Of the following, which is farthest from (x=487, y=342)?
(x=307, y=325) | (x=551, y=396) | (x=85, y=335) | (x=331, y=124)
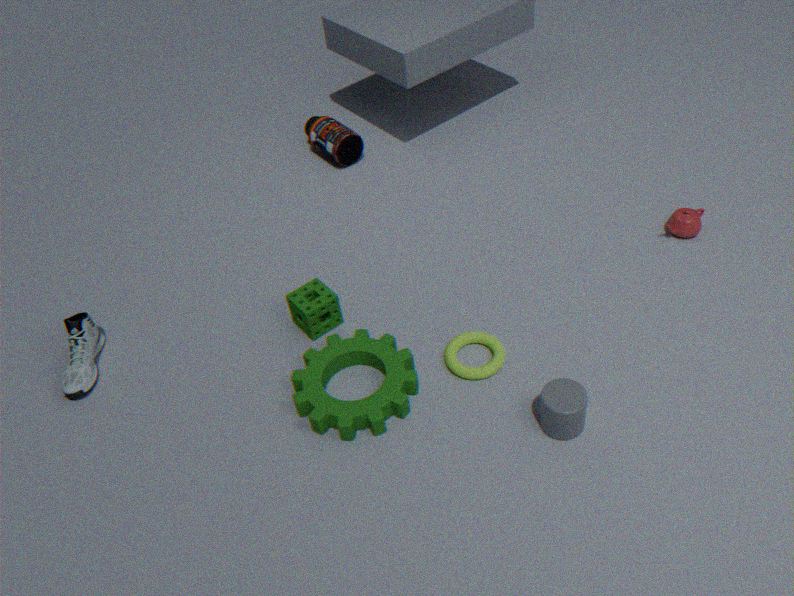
(x=331, y=124)
